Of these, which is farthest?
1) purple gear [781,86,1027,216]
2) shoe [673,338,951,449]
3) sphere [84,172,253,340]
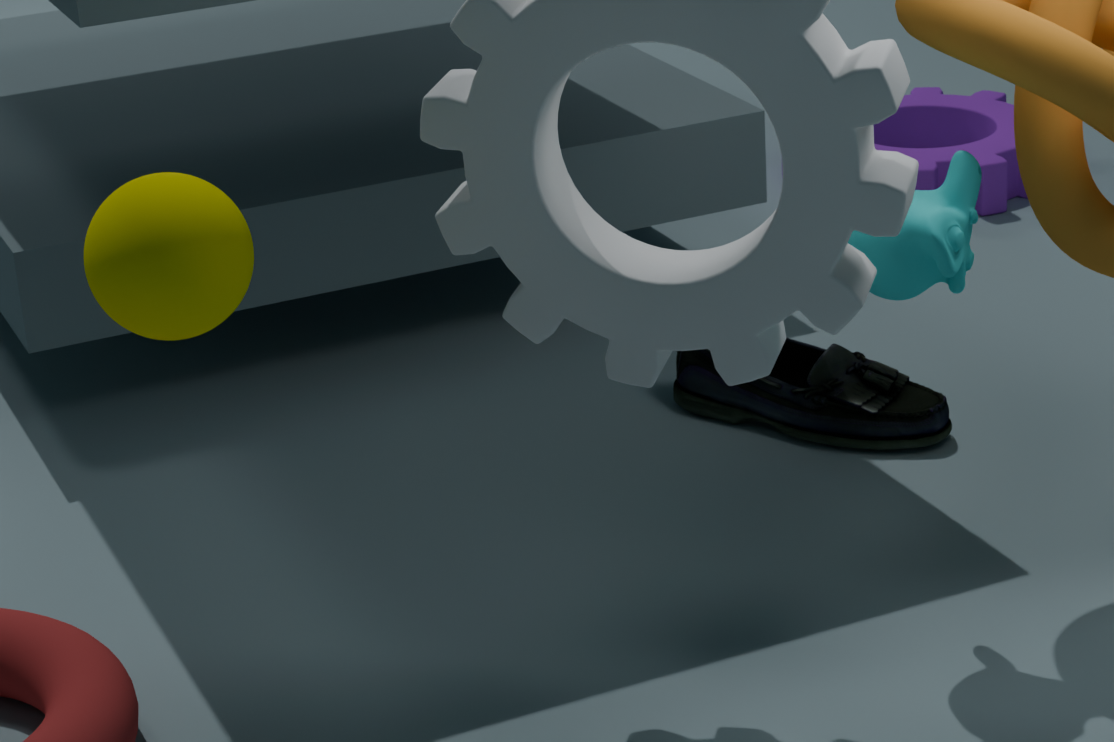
1. purple gear [781,86,1027,216]
